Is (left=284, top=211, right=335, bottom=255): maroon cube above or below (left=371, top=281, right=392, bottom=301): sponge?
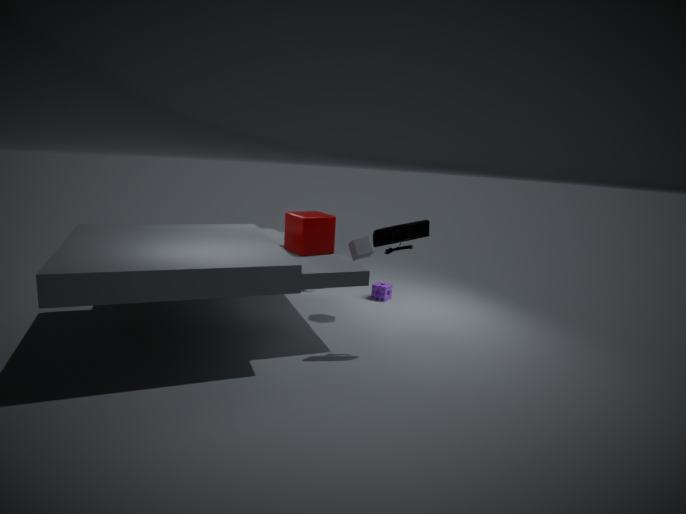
above
